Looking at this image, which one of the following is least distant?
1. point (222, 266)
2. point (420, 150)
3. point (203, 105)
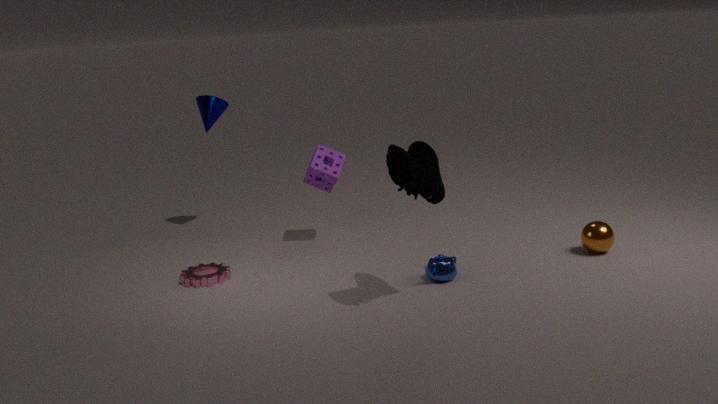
point (420, 150)
